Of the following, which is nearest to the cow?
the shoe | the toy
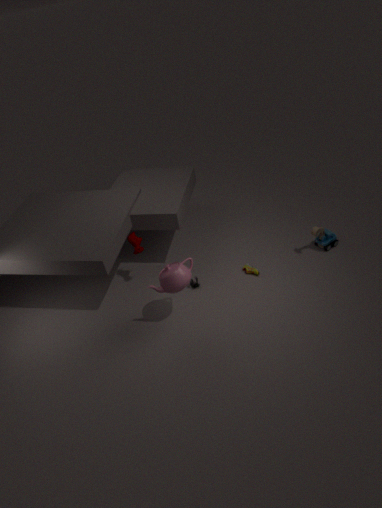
the shoe
